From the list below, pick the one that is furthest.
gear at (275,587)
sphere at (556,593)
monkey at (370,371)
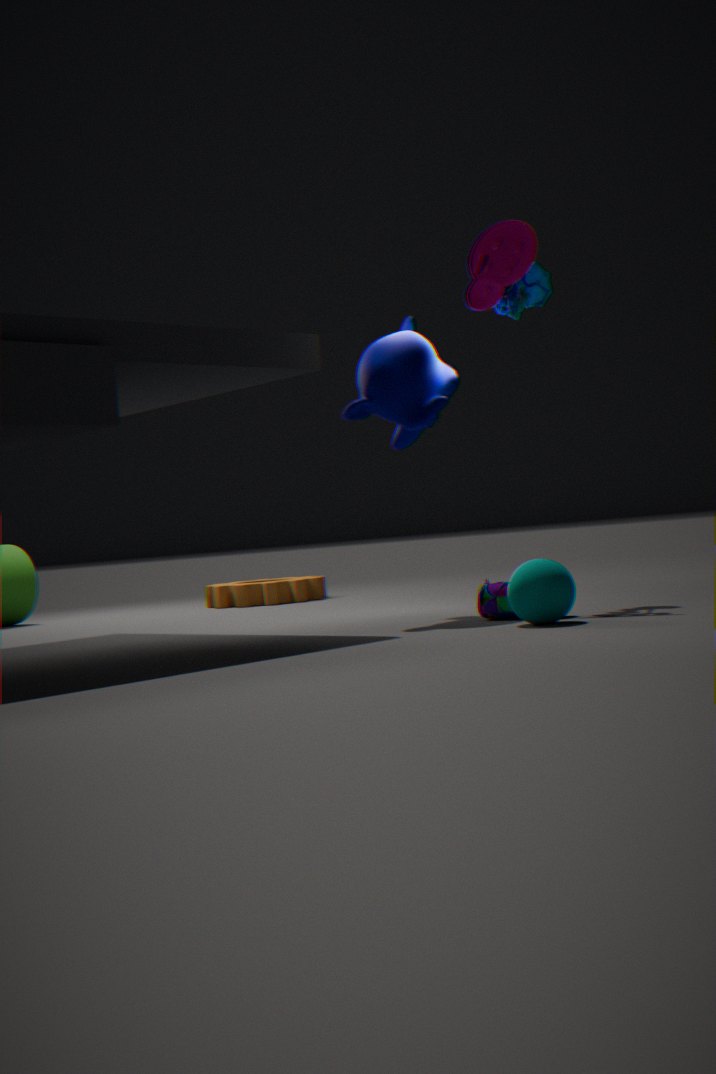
gear at (275,587)
